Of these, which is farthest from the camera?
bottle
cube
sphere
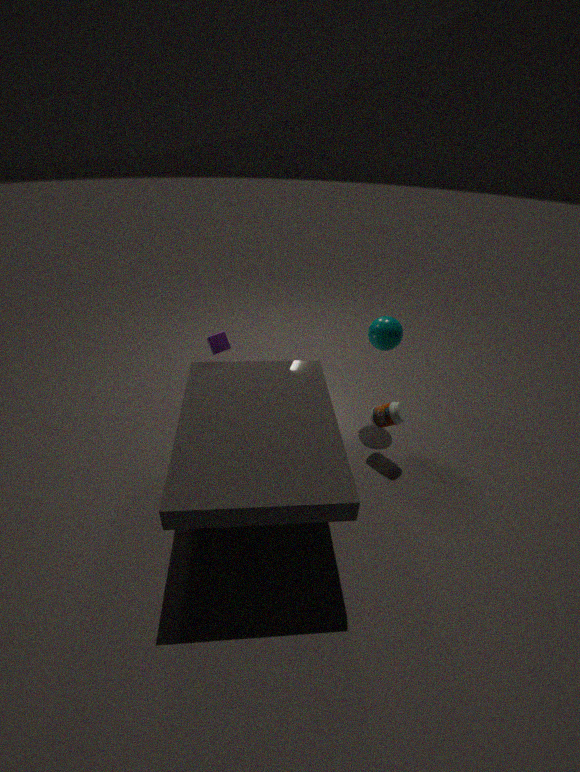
sphere
